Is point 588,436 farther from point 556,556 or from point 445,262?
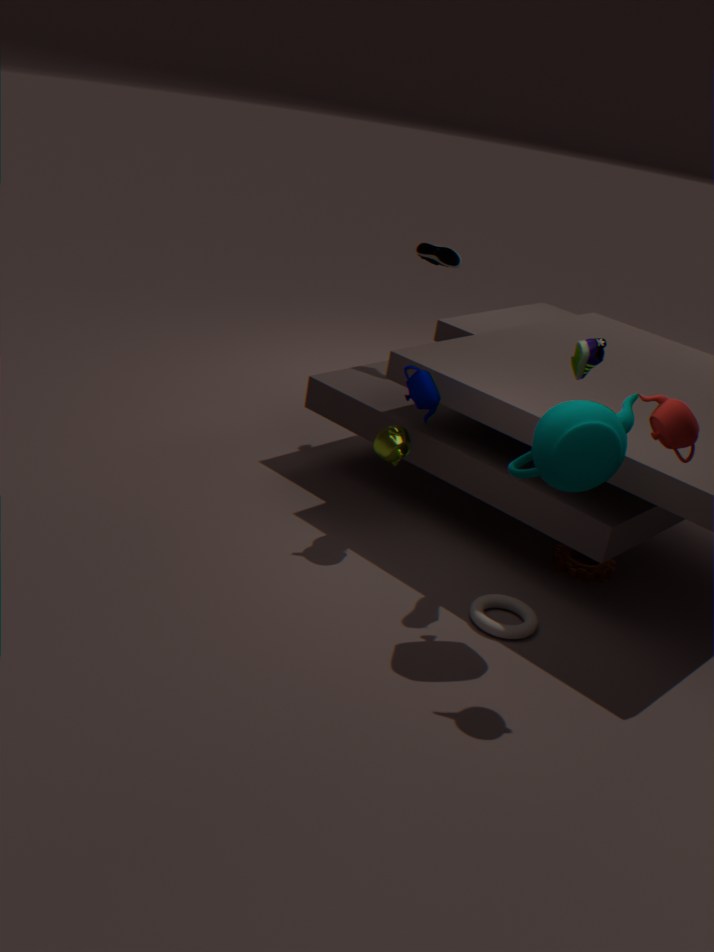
point 445,262
